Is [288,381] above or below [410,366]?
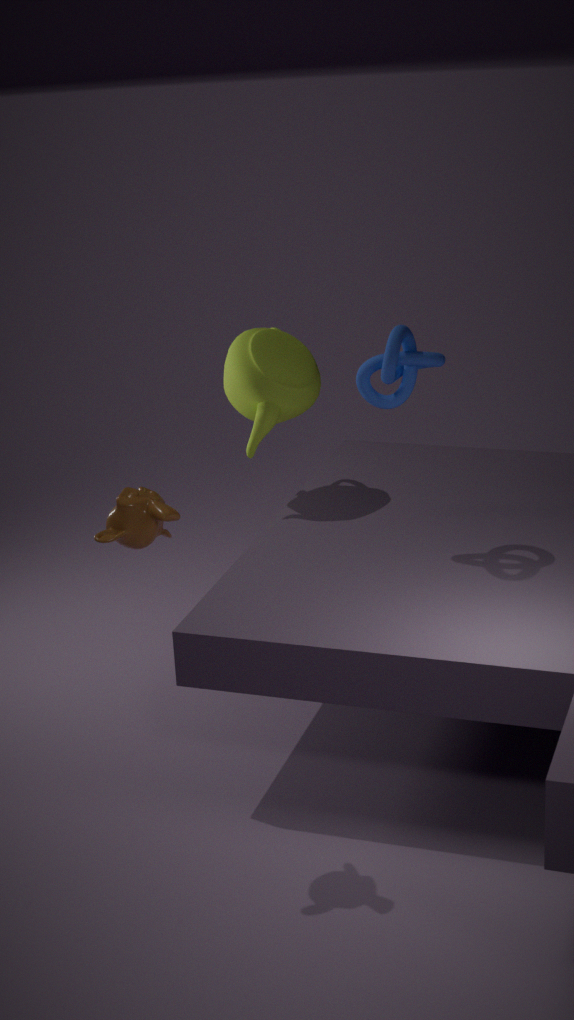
below
